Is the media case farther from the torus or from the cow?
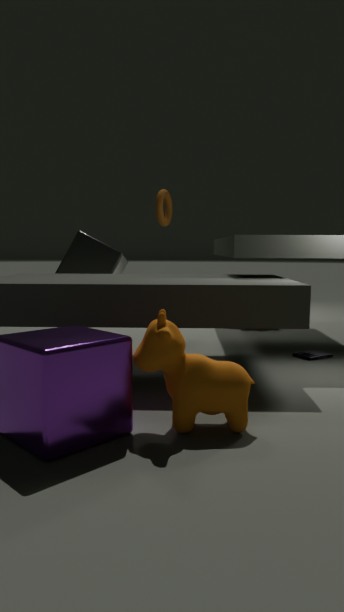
the torus
